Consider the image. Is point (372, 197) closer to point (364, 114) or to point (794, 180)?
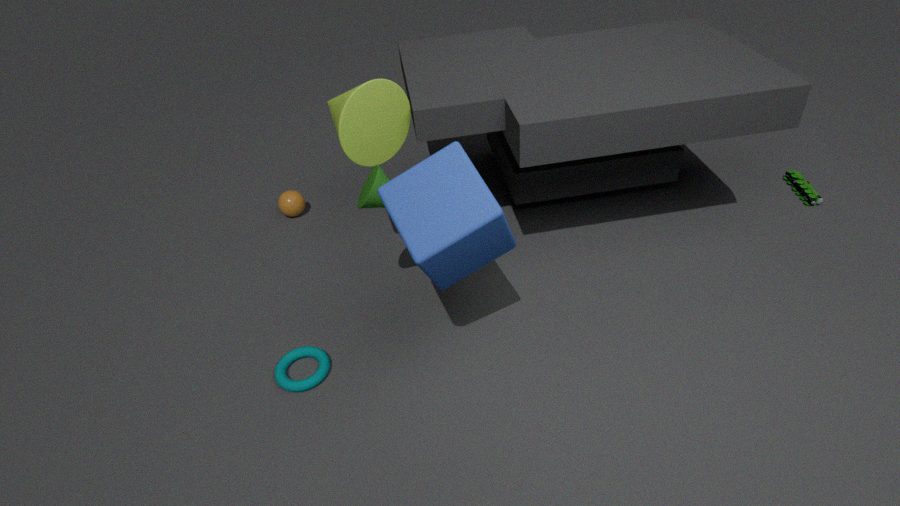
point (364, 114)
